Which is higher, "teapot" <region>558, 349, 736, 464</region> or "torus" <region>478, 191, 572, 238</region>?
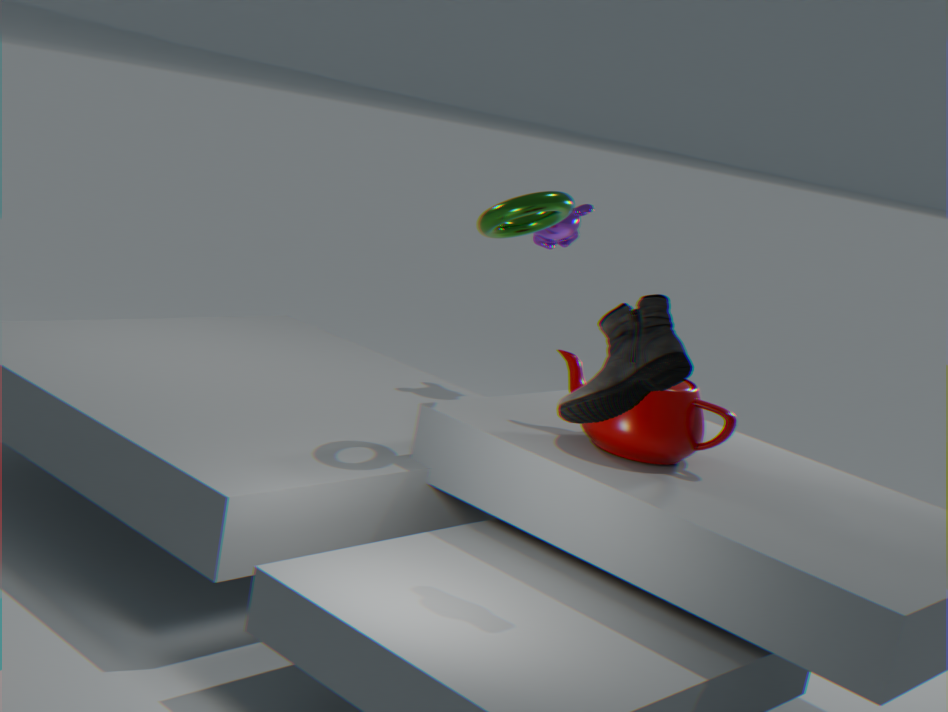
"torus" <region>478, 191, 572, 238</region>
